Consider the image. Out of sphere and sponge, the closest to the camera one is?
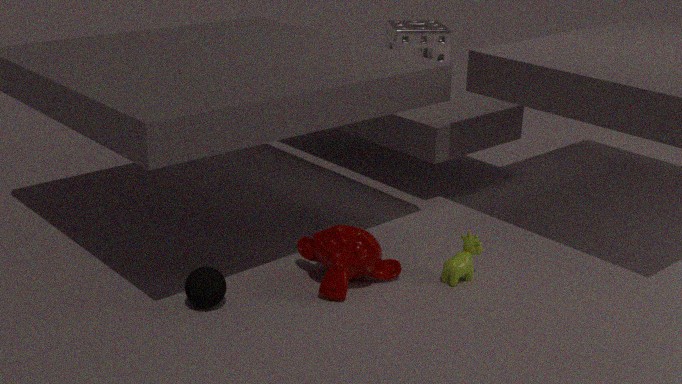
sphere
